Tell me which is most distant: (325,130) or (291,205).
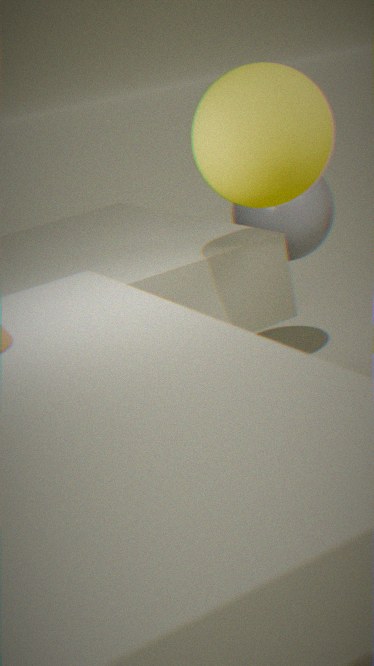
(291,205)
